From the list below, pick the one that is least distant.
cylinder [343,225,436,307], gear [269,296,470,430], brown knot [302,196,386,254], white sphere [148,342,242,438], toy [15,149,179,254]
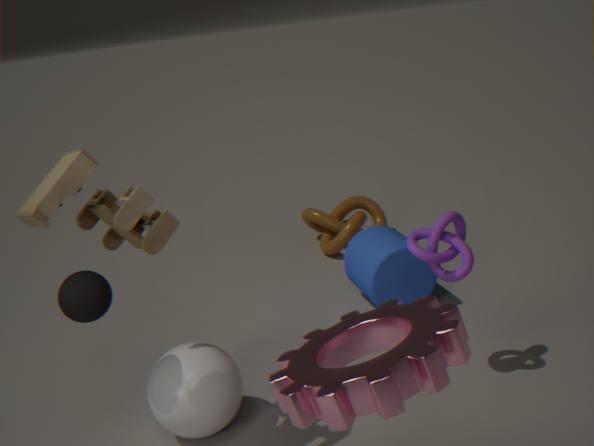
gear [269,296,470,430]
